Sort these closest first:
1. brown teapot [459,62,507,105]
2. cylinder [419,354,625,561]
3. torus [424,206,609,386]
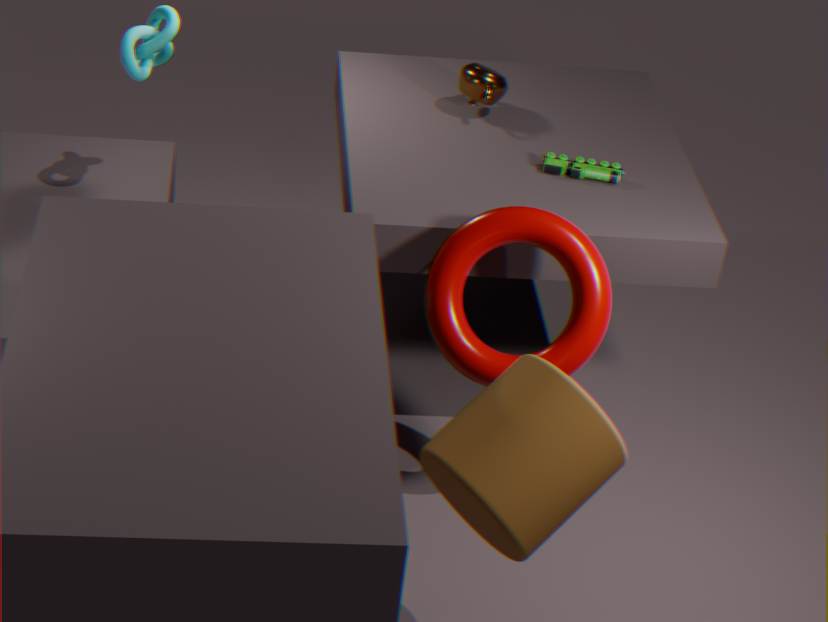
cylinder [419,354,625,561] → torus [424,206,609,386] → brown teapot [459,62,507,105]
